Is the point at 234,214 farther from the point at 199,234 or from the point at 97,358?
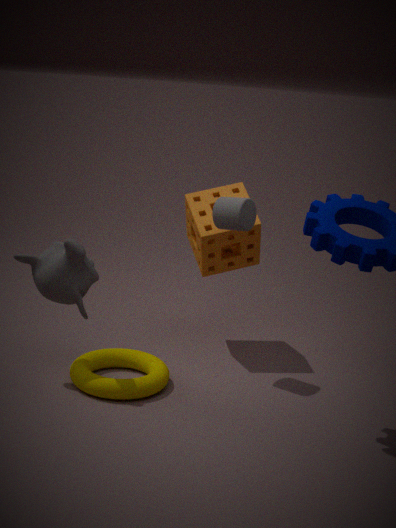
the point at 97,358
